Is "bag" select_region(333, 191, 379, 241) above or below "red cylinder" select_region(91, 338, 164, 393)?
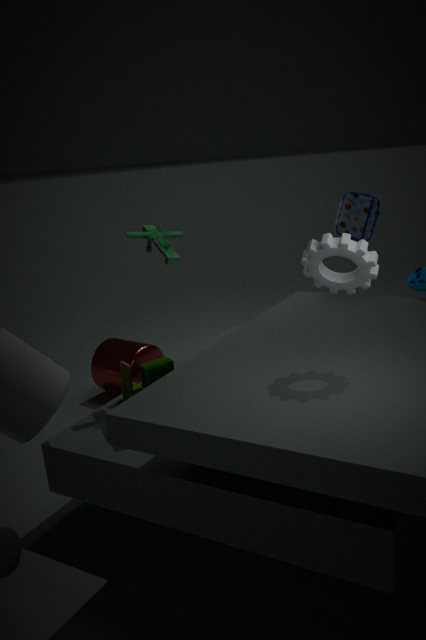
above
